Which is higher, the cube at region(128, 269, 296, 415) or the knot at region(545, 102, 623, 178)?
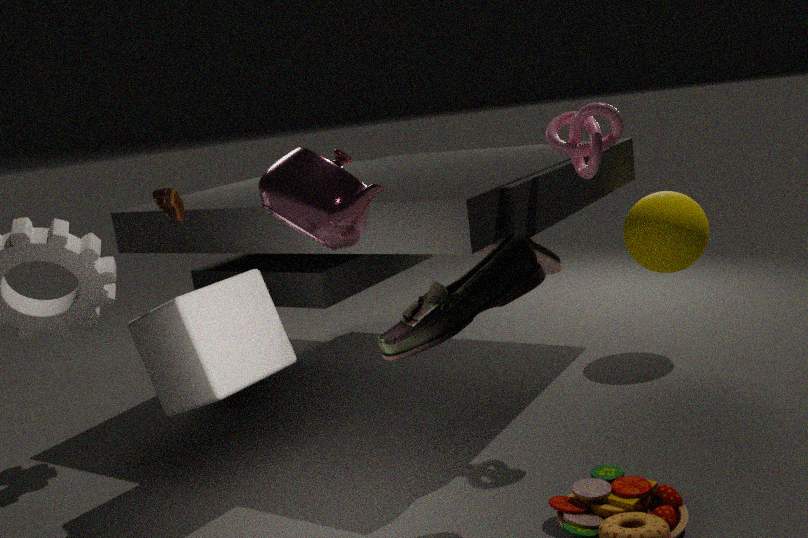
the knot at region(545, 102, 623, 178)
